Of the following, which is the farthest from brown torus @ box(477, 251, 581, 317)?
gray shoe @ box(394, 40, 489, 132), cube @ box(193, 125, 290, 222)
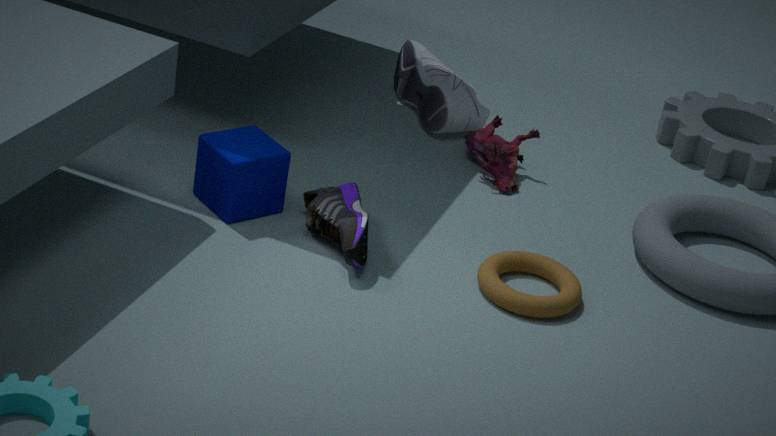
gray shoe @ box(394, 40, 489, 132)
